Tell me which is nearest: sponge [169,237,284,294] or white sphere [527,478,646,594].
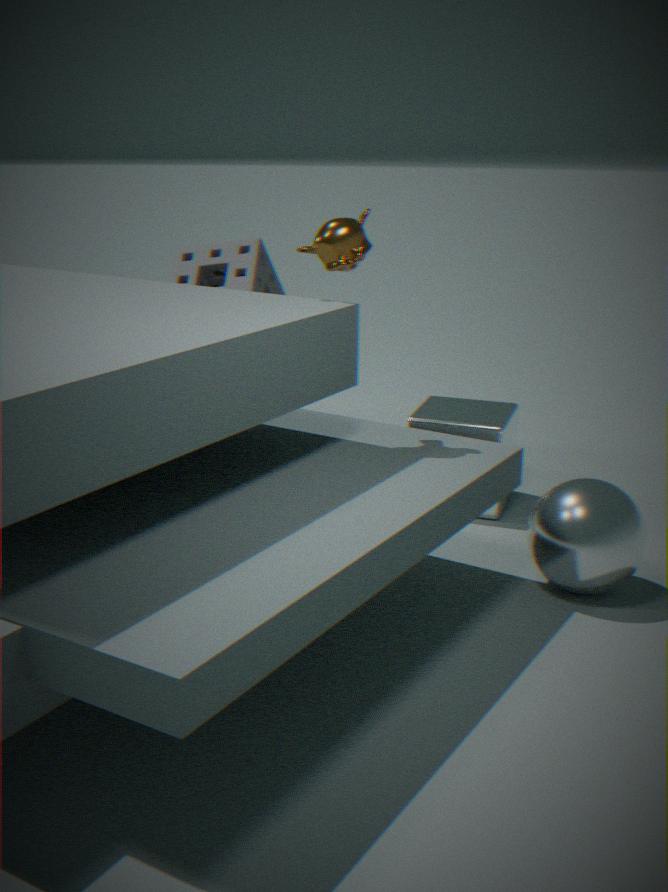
white sphere [527,478,646,594]
